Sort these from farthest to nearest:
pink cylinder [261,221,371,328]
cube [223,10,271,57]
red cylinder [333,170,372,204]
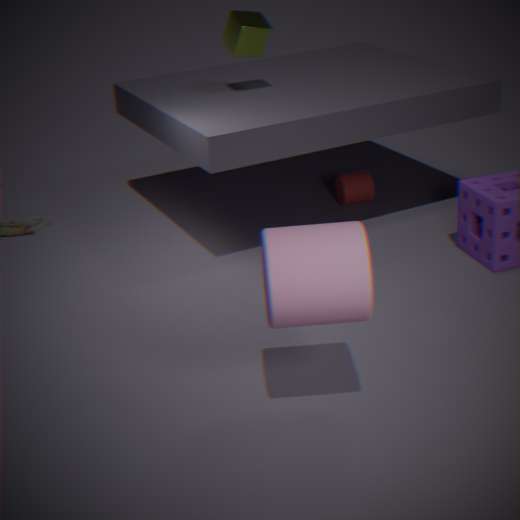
red cylinder [333,170,372,204] → cube [223,10,271,57] → pink cylinder [261,221,371,328]
